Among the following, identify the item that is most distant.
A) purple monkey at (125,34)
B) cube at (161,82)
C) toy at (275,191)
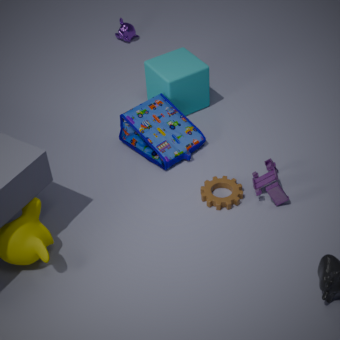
purple monkey at (125,34)
